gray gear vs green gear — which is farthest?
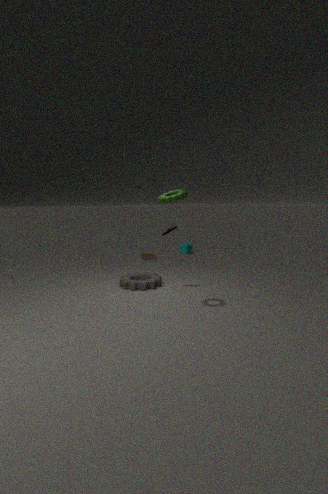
gray gear
